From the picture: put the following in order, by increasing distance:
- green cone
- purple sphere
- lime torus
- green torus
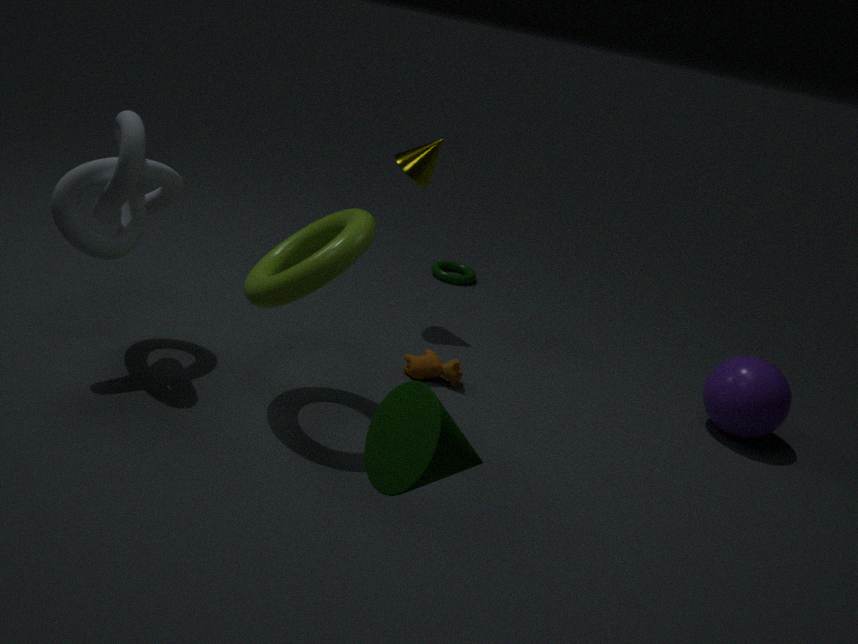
1. green cone
2. lime torus
3. purple sphere
4. green torus
